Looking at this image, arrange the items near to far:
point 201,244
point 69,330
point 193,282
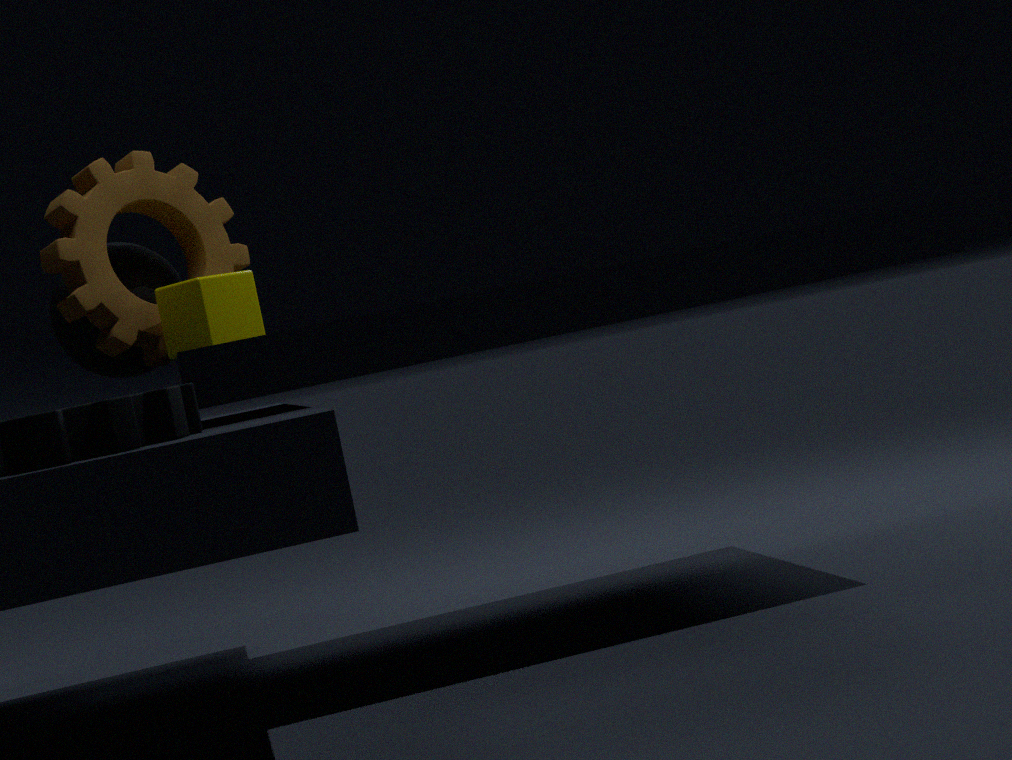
point 193,282, point 69,330, point 201,244
